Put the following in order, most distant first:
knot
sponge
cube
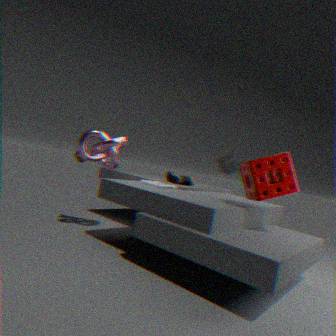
cube → knot → sponge
